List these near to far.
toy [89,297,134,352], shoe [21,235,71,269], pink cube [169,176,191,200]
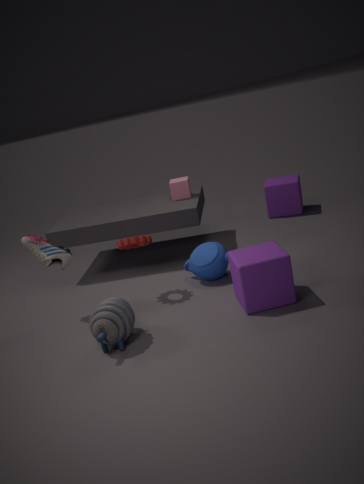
1. toy [89,297,134,352]
2. shoe [21,235,71,269]
3. pink cube [169,176,191,200]
